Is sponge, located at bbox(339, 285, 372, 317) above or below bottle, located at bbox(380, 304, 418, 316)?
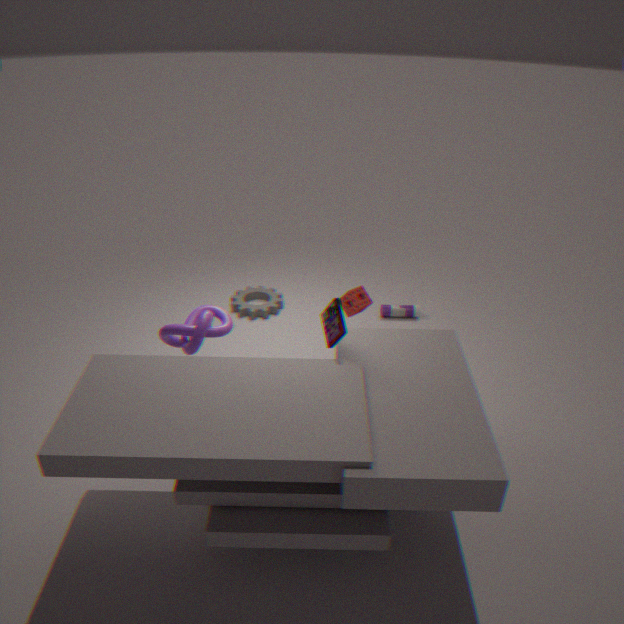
above
